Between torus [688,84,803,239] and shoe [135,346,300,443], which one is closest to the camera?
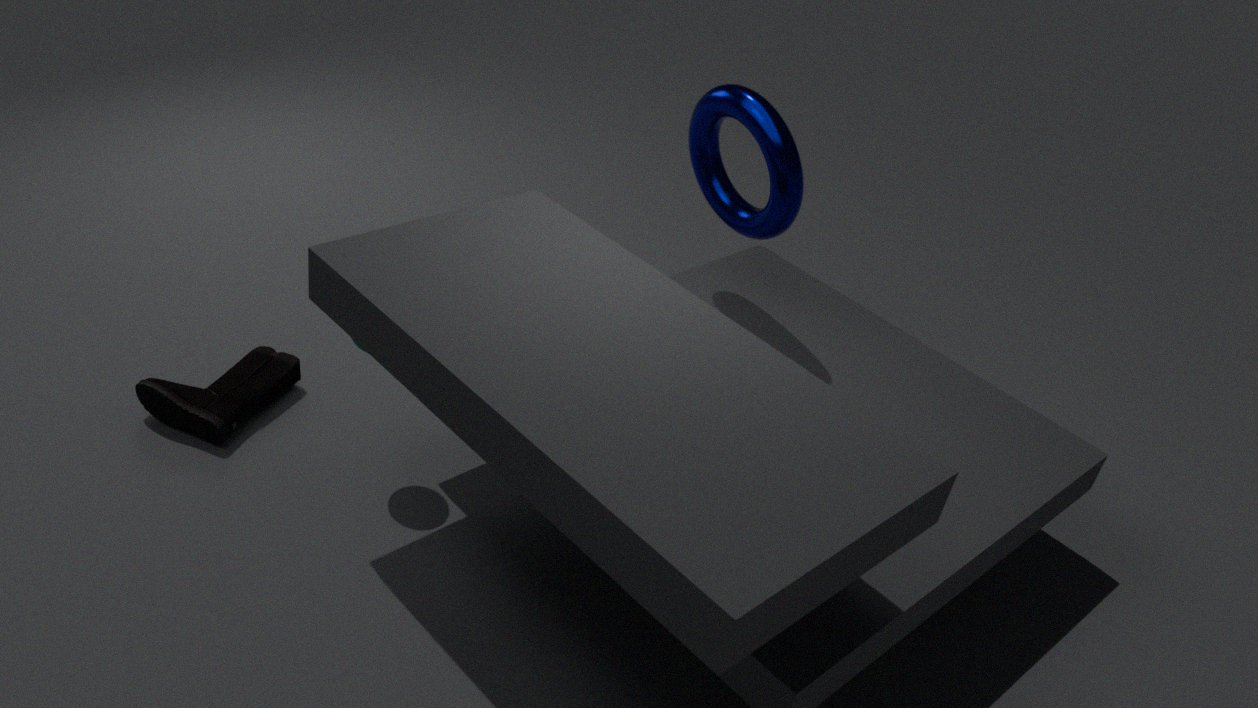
shoe [135,346,300,443]
